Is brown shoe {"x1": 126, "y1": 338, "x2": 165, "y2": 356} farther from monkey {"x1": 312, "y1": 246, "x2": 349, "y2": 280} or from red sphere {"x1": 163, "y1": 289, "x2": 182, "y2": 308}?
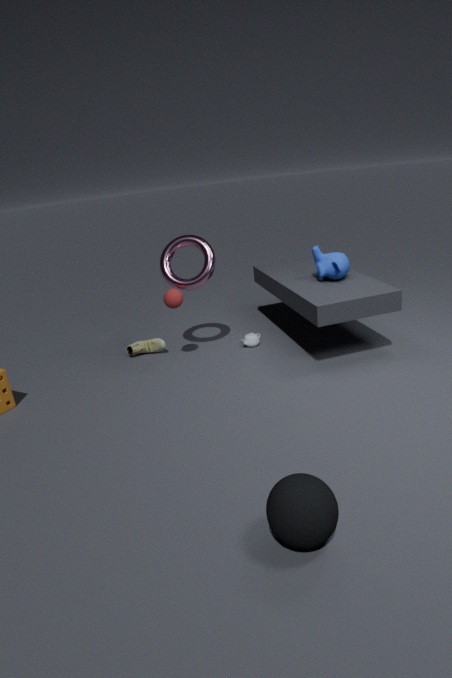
monkey {"x1": 312, "y1": 246, "x2": 349, "y2": 280}
